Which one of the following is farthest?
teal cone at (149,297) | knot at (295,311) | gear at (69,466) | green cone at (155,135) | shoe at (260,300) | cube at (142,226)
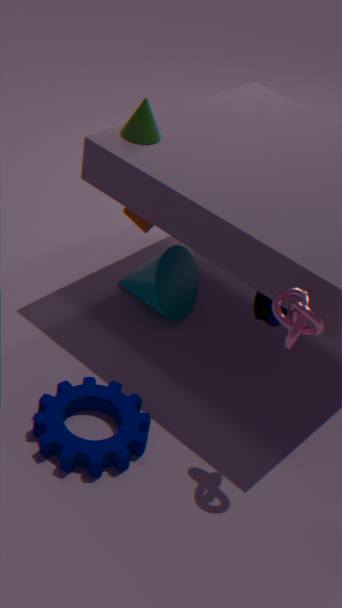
cube at (142,226)
